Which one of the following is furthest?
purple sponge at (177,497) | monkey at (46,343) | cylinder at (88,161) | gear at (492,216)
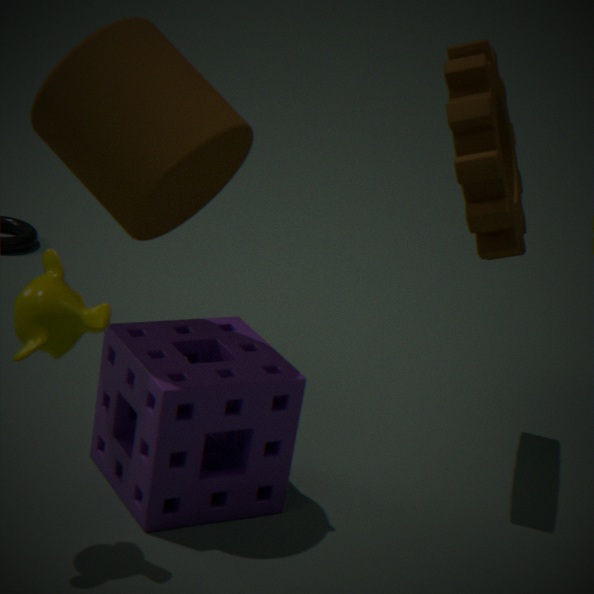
gear at (492,216)
